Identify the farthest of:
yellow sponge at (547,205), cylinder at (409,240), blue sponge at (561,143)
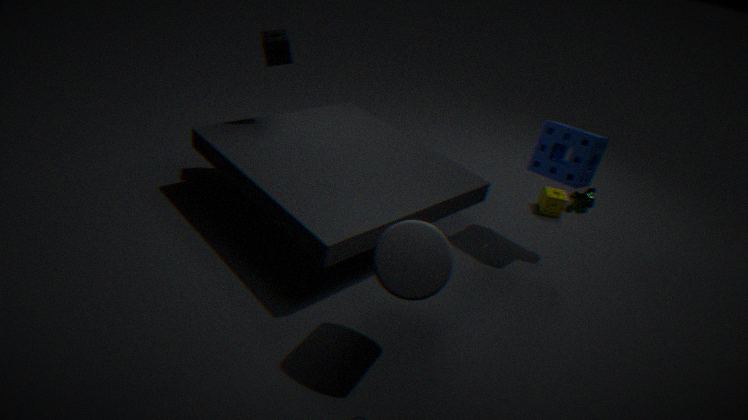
yellow sponge at (547,205)
